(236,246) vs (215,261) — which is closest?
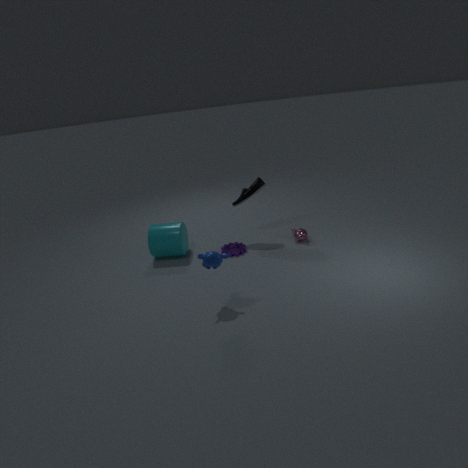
(215,261)
